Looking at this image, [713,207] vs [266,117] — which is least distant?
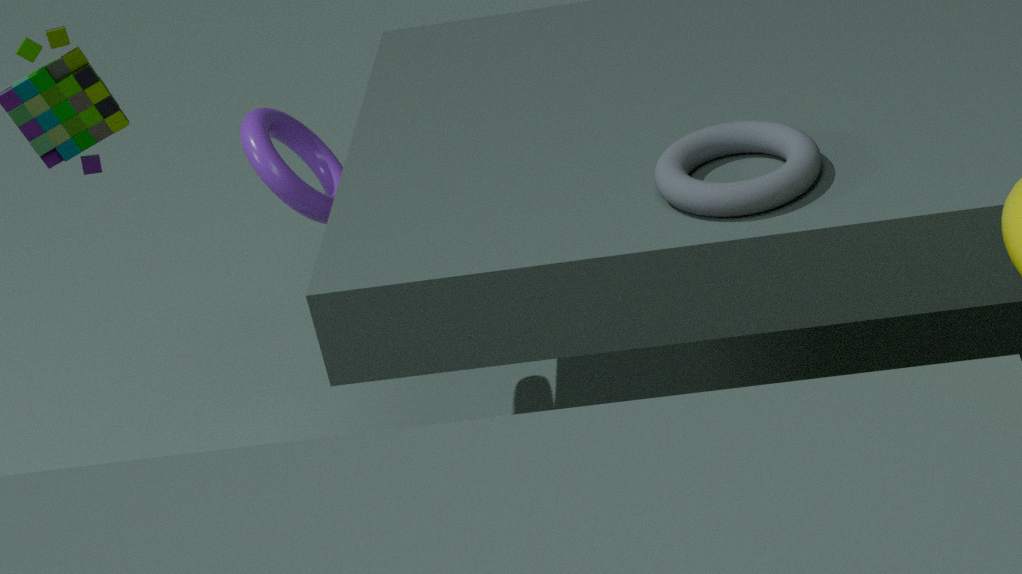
[713,207]
